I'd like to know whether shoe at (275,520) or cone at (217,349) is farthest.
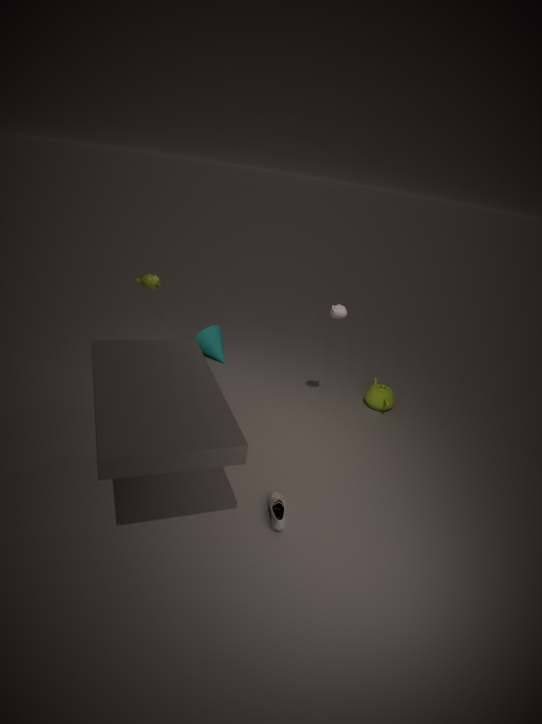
cone at (217,349)
